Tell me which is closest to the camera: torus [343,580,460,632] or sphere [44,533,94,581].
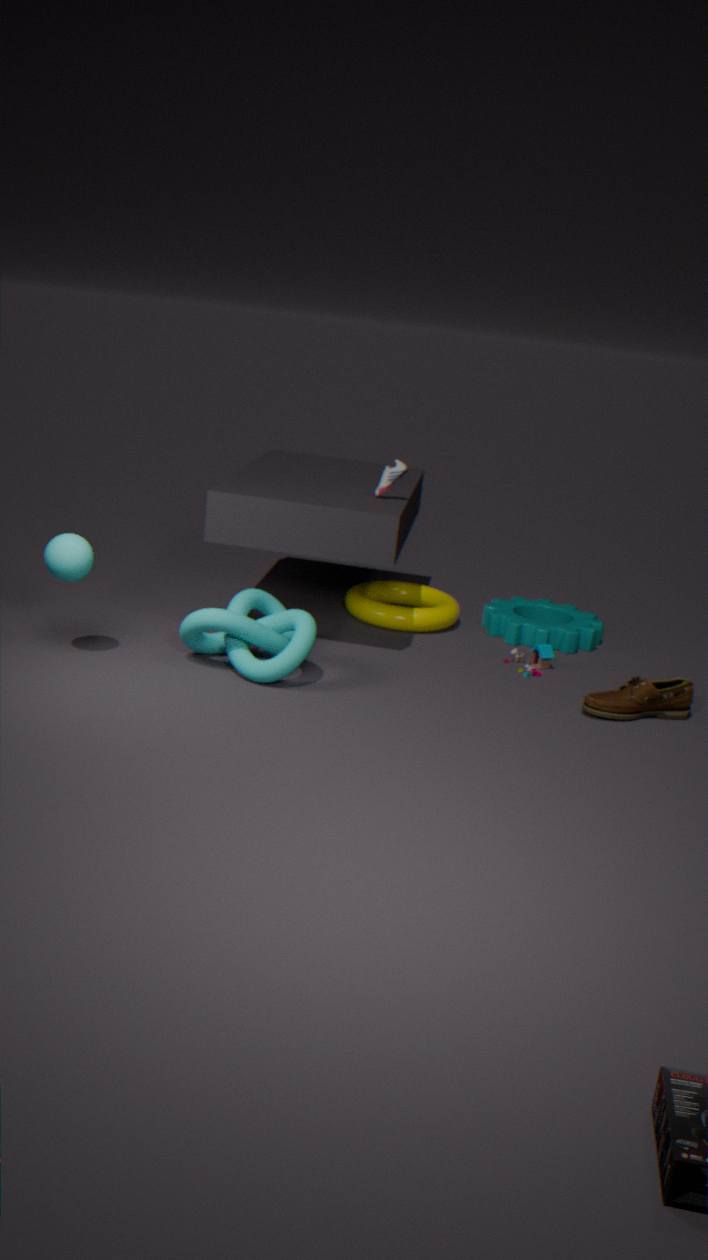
sphere [44,533,94,581]
